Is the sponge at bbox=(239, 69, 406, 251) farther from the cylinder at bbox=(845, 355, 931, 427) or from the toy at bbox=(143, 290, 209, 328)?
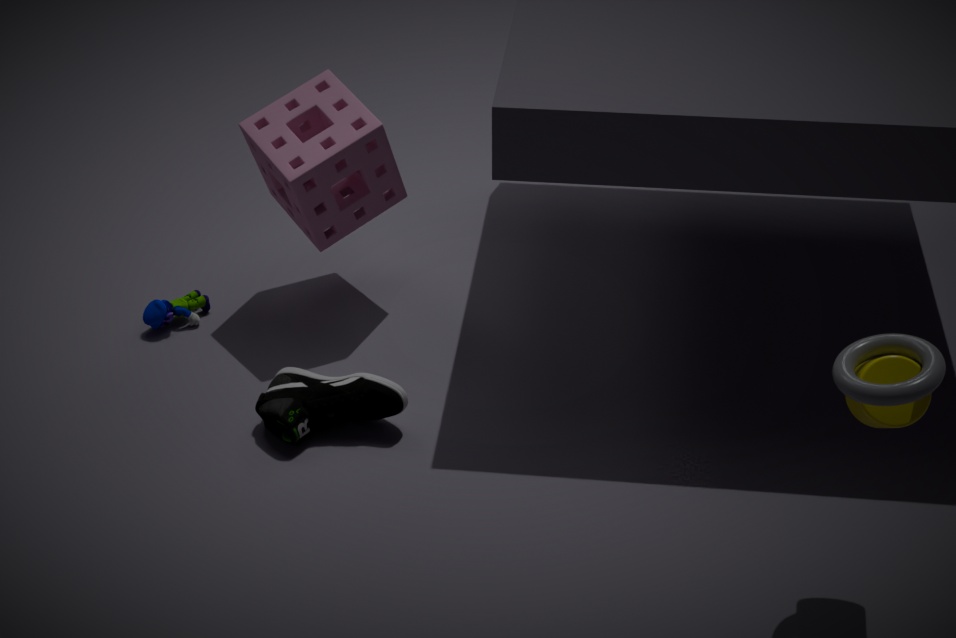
the cylinder at bbox=(845, 355, 931, 427)
